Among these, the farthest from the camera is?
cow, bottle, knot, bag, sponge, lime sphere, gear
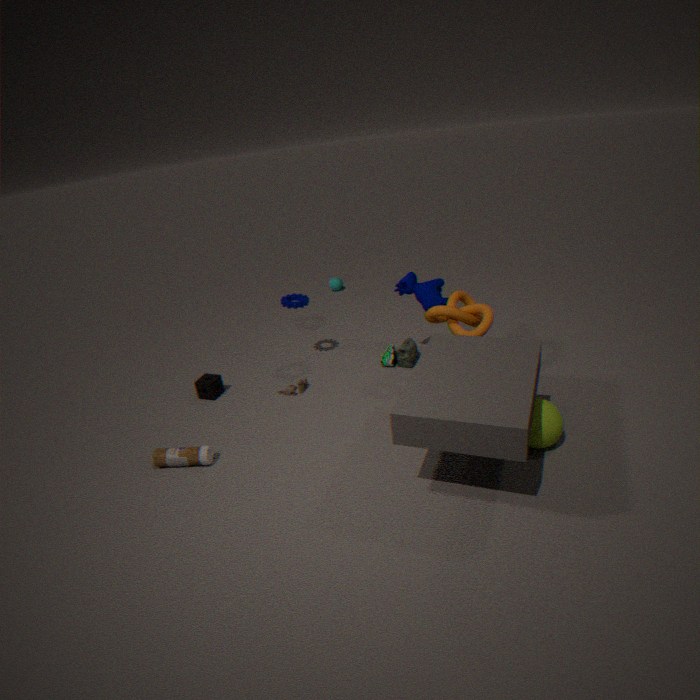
gear
